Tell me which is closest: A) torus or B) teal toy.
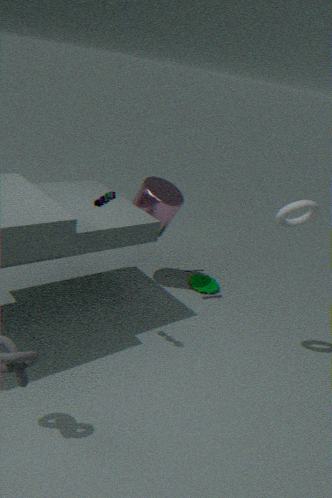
A. torus
